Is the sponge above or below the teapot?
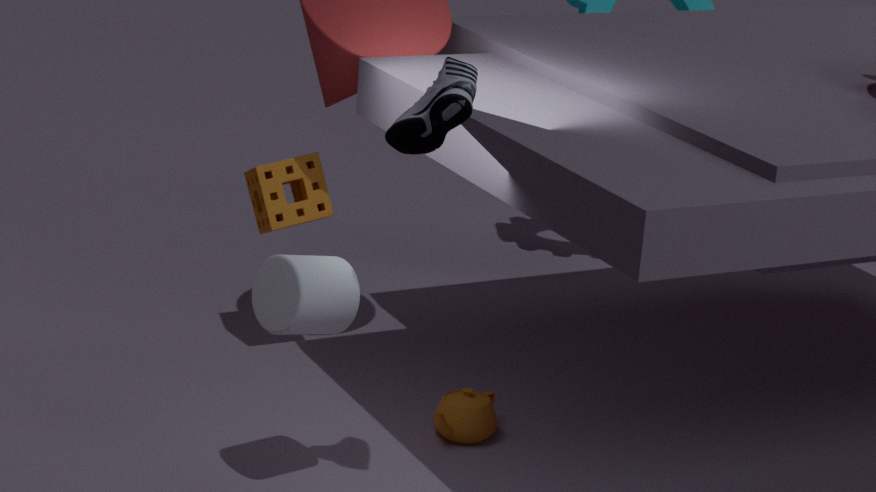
above
